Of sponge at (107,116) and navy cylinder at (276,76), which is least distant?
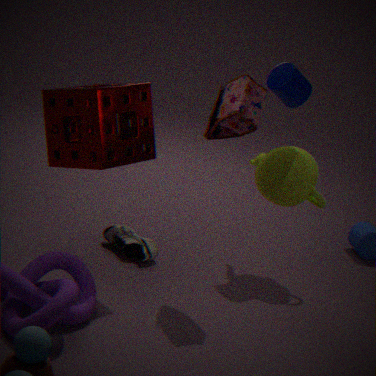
sponge at (107,116)
